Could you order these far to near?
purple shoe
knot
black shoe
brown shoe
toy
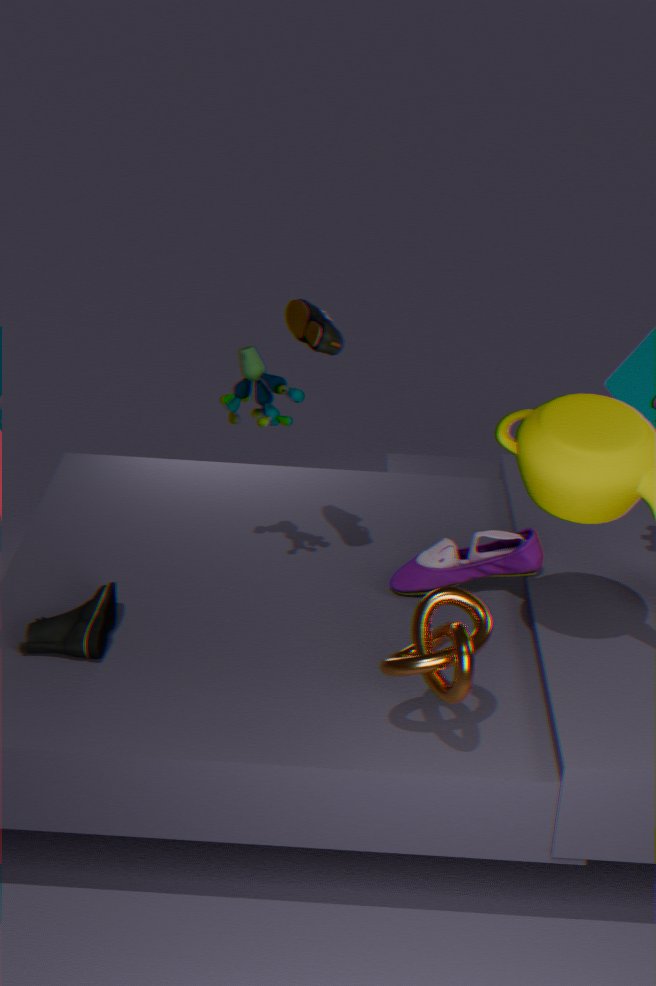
purple shoe
toy
brown shoe
black shoe
knot
